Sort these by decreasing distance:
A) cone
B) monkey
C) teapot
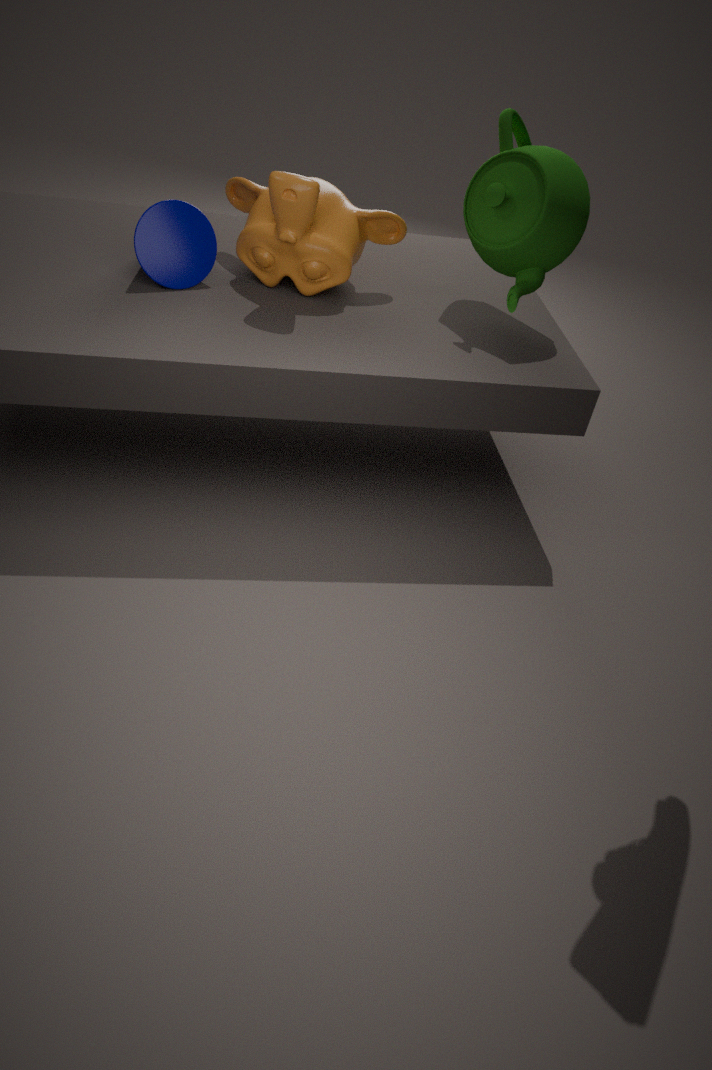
cone, teapot, monkey
